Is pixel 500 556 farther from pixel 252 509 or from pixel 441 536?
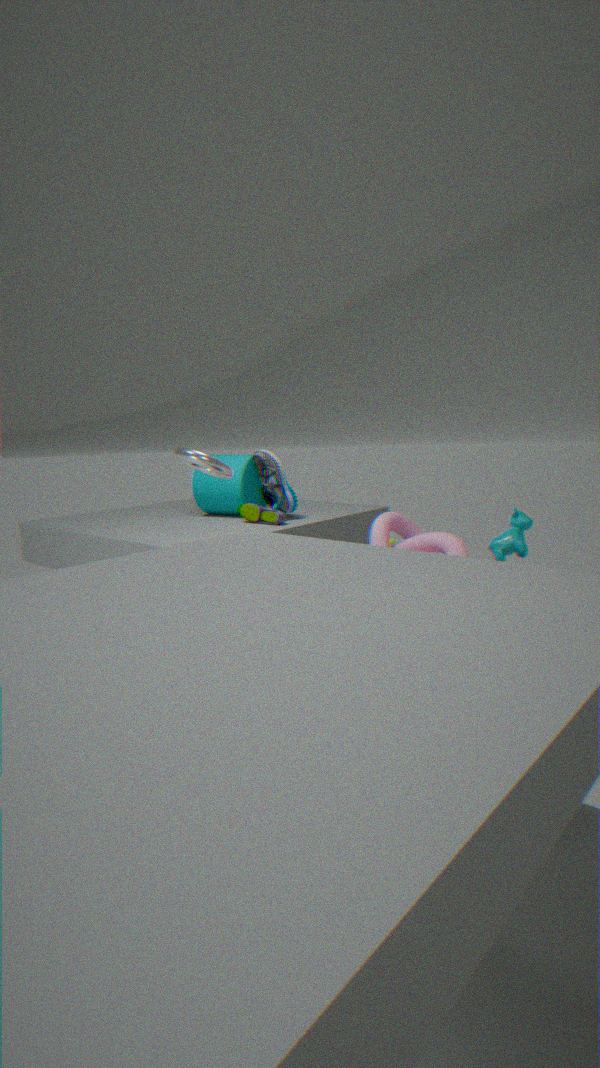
pixel 252 509
